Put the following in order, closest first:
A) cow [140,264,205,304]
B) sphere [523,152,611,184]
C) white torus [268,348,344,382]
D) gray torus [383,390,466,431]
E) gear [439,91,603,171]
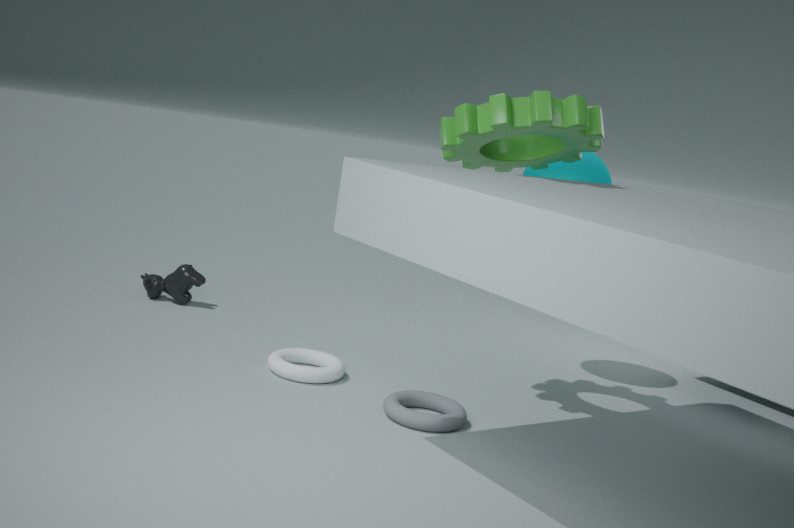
gray torus [383,390,466,431]
gear [439,91,603,171]
white torus [268,348,344,382]
sphere [523,152,611,184]
cow [140,264,205,304]
